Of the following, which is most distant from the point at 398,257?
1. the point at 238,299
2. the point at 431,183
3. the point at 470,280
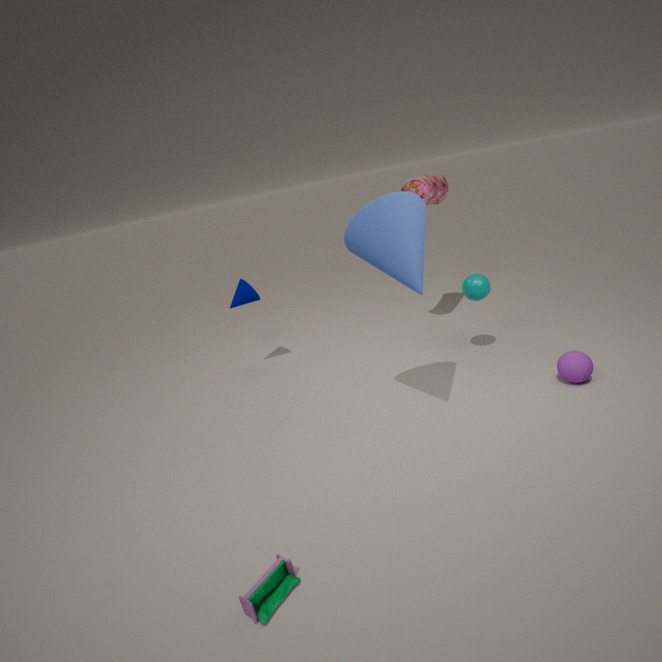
the point at 238,299
